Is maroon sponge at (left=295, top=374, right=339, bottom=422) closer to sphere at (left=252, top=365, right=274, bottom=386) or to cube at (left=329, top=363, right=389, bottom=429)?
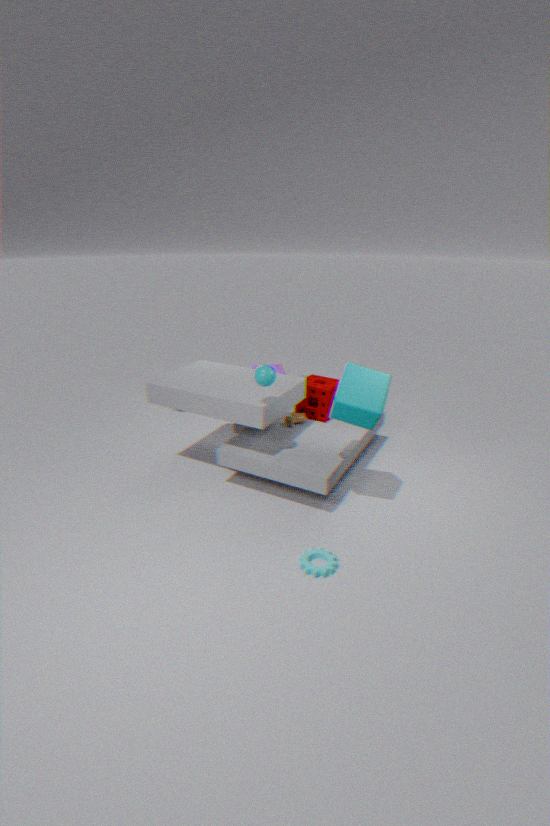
cube at (left=329, top=363, right=389, bottom=429)
